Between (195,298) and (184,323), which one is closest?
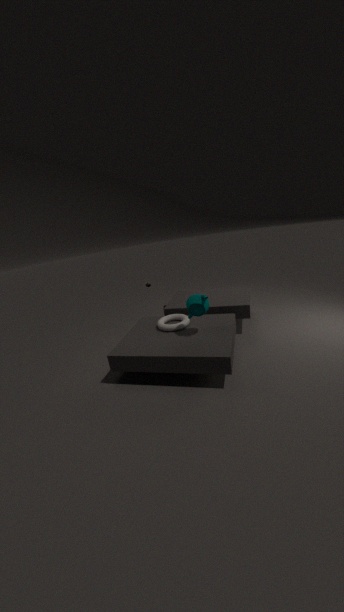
(195,298)
